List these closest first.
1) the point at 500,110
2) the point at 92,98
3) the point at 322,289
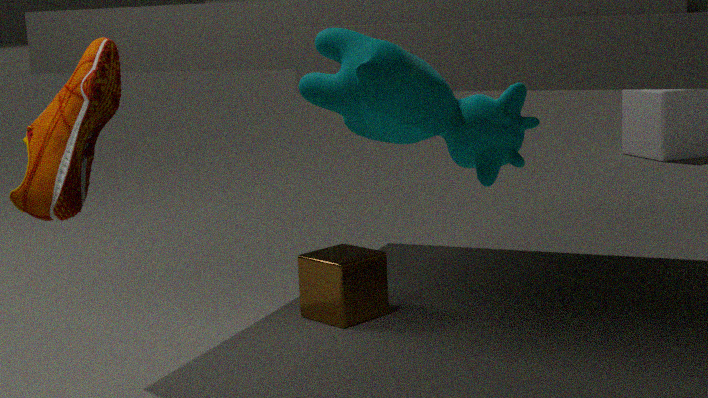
1. the point at 500,110, 2. the point at 92,98, 3. the point at 322,289
